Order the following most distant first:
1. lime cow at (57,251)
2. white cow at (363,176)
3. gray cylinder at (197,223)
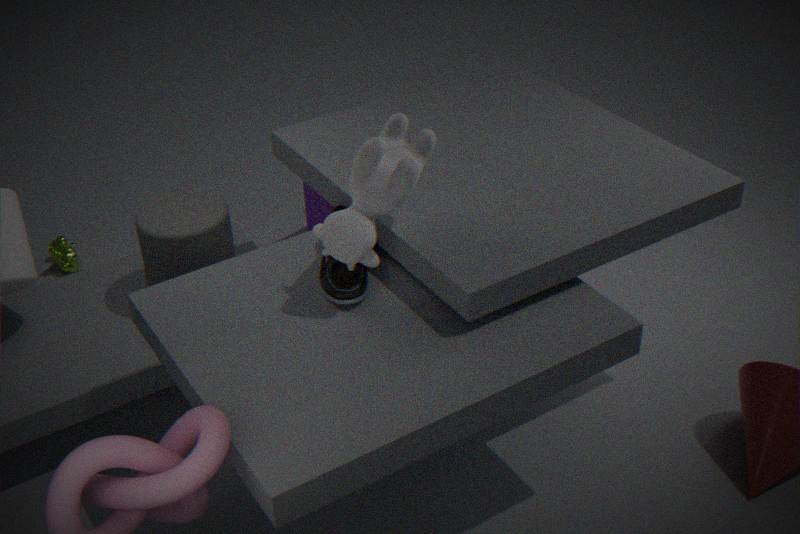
1. lime cow at (57,251)
2. gray cylinder at (197,223)
3. white cow at (363,176)
